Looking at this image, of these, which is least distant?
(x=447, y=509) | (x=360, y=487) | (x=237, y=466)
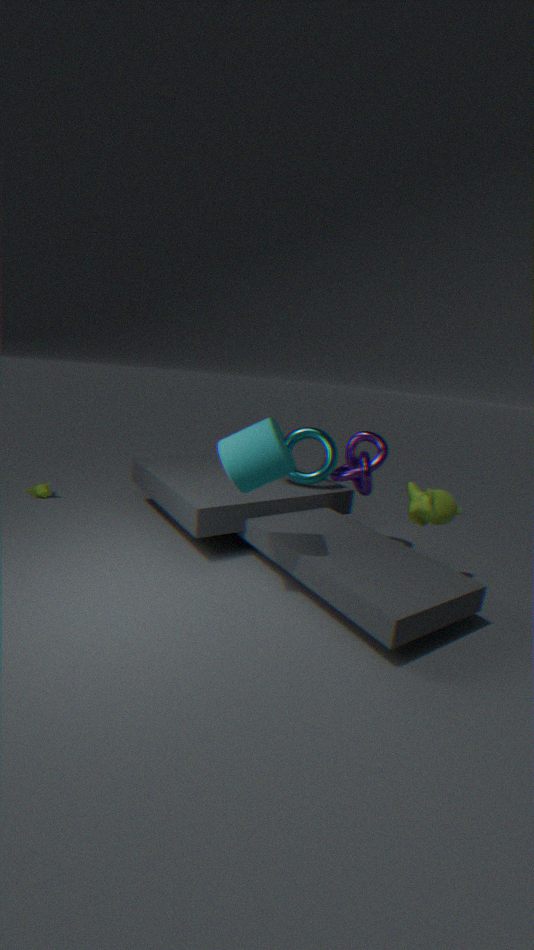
(x=237, y=466)
